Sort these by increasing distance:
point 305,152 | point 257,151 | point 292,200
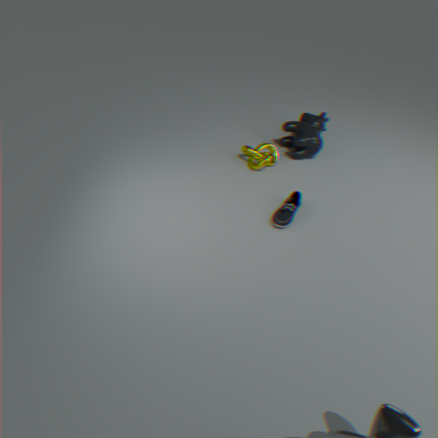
point 292,200 → point 257,151 → point 305,152
